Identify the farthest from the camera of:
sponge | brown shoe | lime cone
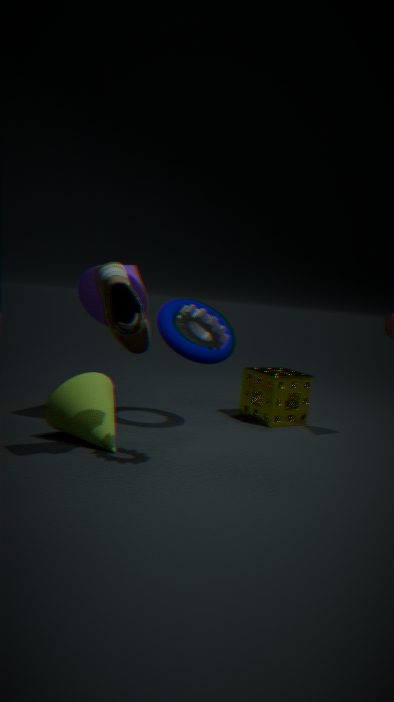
sponge
